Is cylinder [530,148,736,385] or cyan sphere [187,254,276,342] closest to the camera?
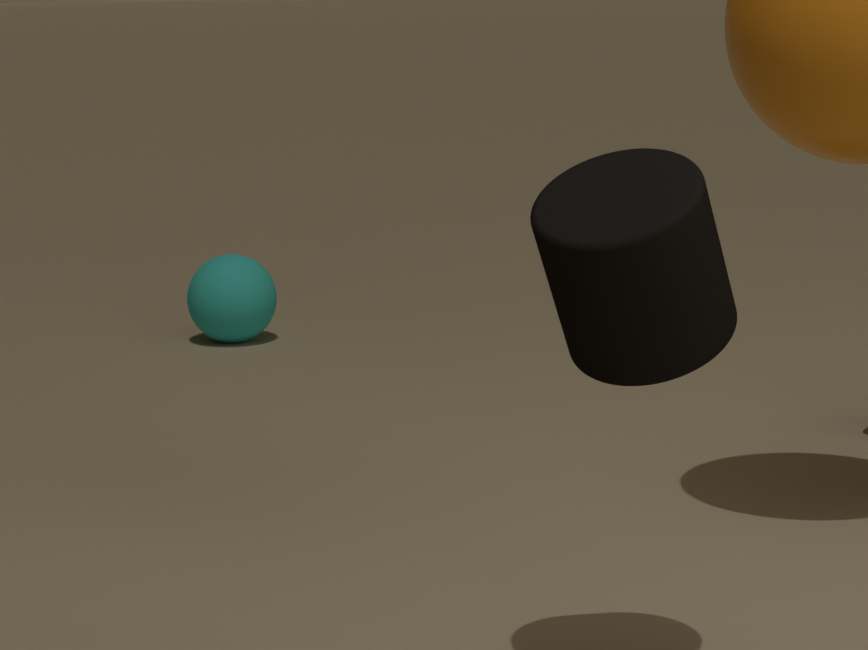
cylinder [530,148,736,385]
